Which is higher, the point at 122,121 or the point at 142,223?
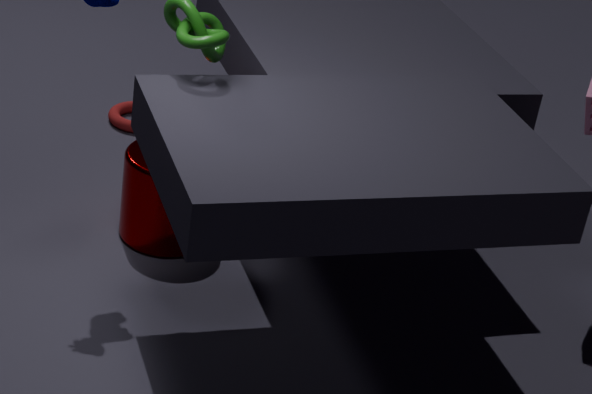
the point at 142,223
